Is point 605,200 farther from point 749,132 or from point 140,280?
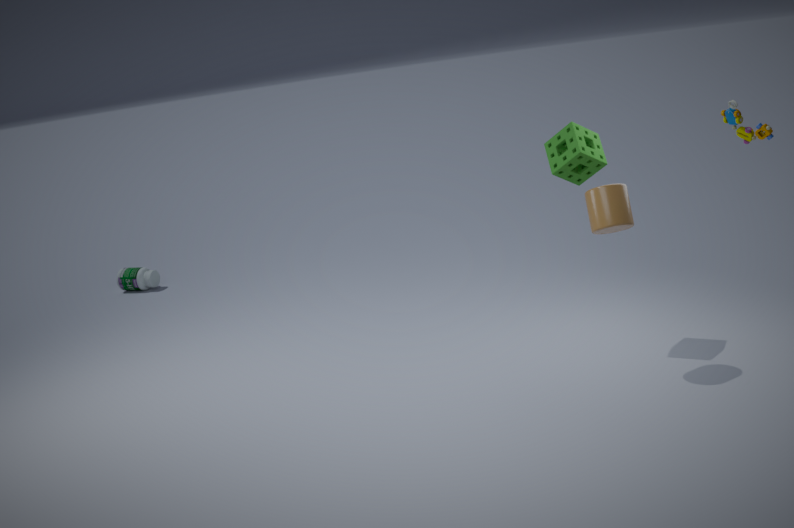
point 140,280
